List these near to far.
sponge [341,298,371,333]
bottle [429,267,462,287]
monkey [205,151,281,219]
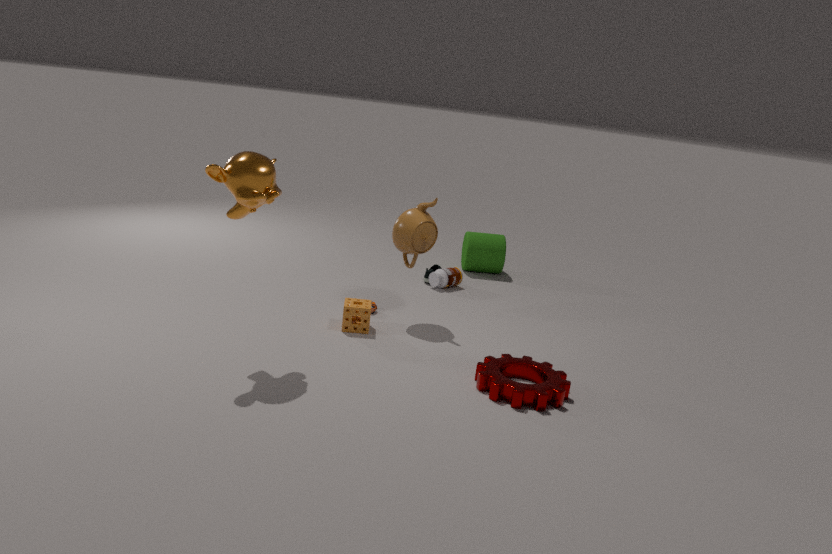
monkey [205,151,281,219] → sponge [341,298,371,333] → bottle [429,267,462,287]
